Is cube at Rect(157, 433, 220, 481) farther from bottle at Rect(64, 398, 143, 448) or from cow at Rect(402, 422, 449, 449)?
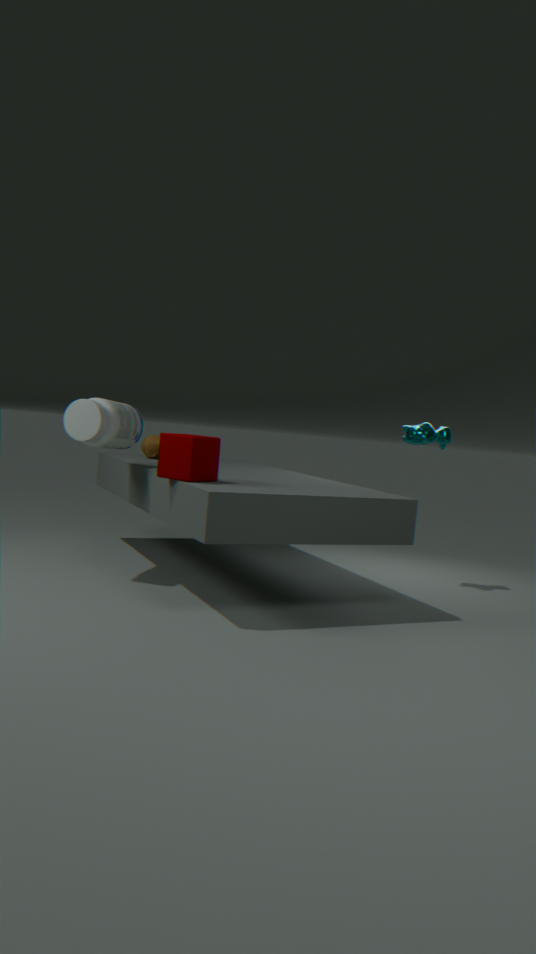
cow at Rect(402, 422, 449, 449)
